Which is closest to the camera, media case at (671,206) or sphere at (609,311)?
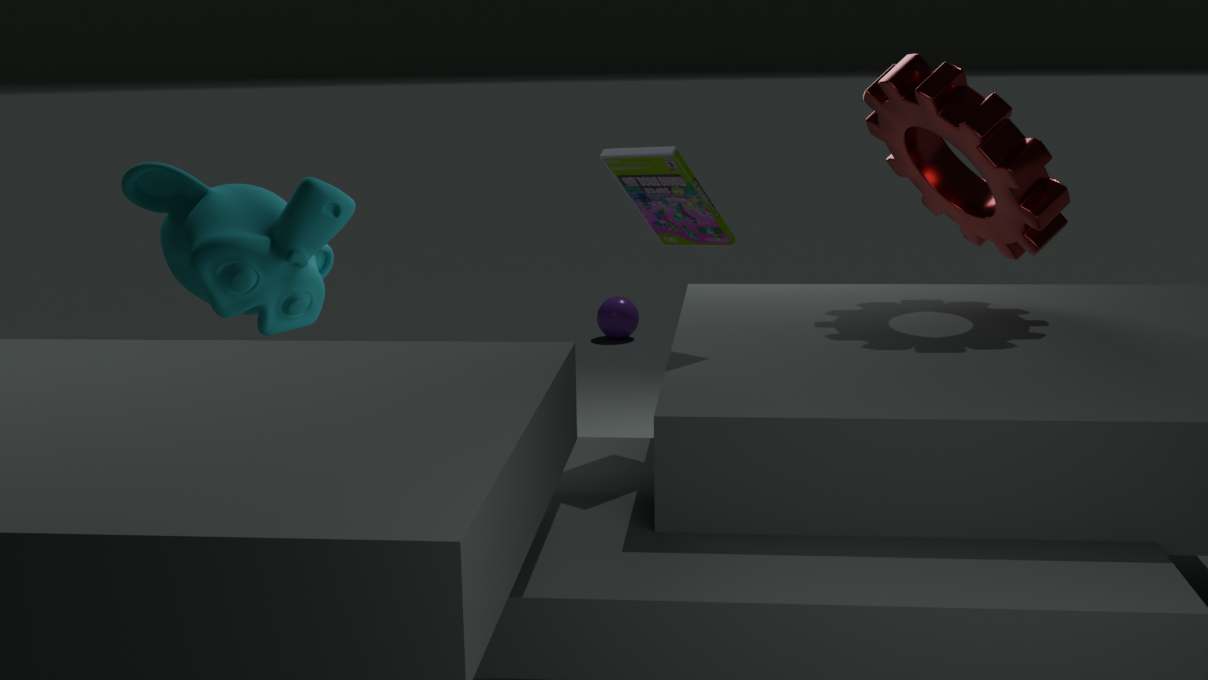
media case at (671,206)
